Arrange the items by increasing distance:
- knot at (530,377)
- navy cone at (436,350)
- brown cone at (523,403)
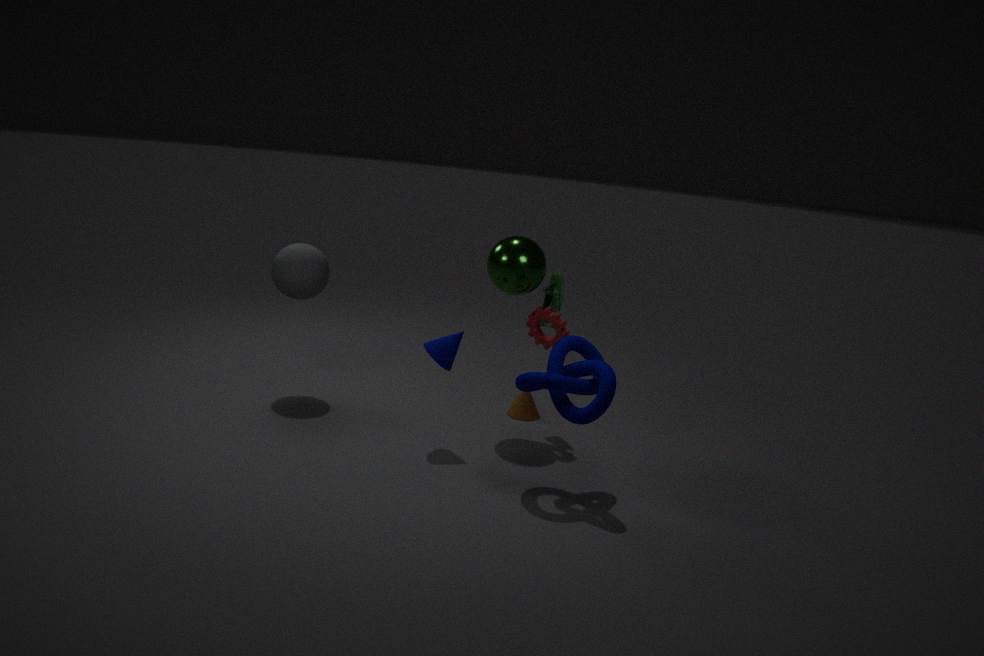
1. knot at (530,377)
2. navy cone at (436,350)
3. brown cone at (523,403)
